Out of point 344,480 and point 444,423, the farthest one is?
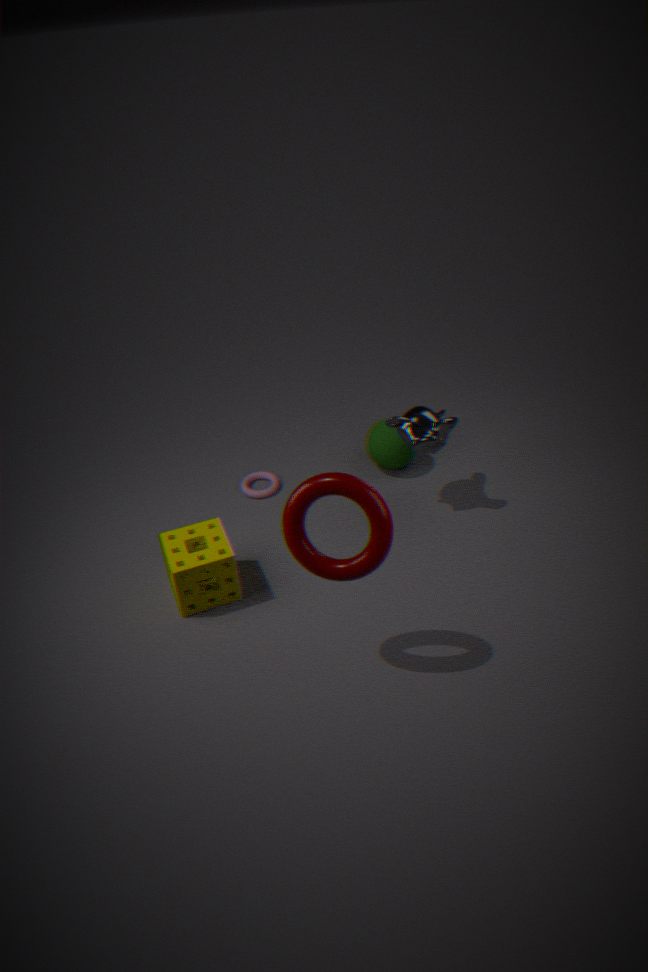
point 444,423
